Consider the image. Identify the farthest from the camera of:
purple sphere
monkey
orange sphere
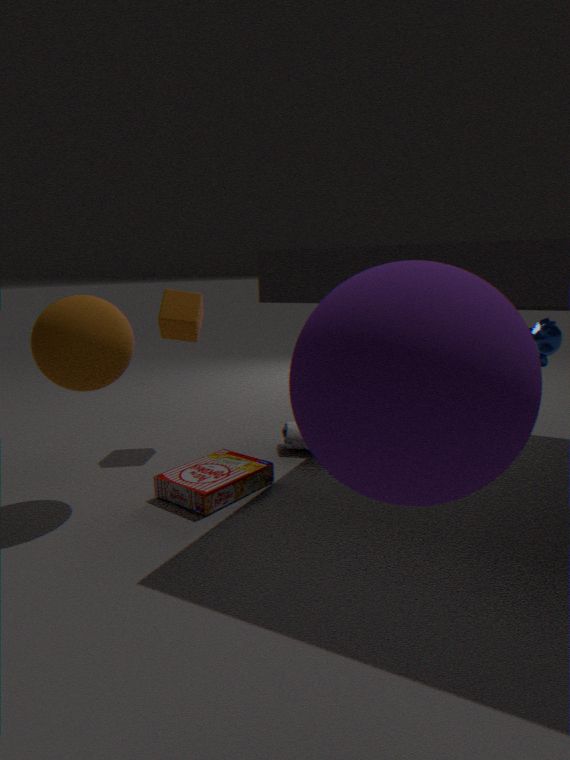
monkey
